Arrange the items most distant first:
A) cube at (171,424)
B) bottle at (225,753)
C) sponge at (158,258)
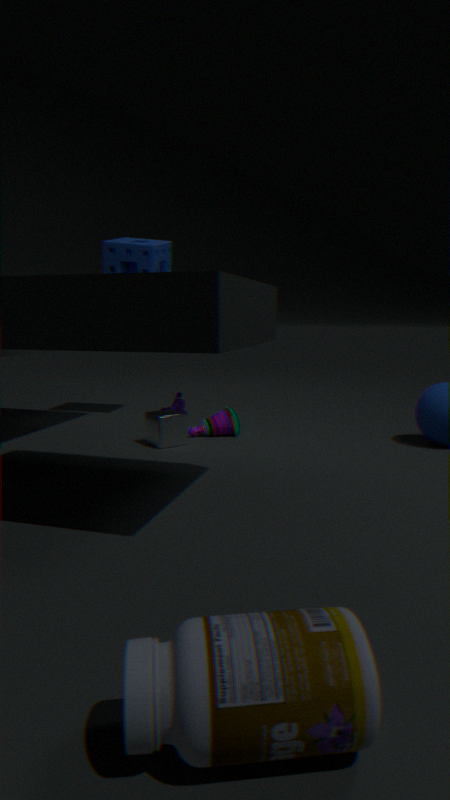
sponge at (158,258)
cube at (171,424)
bottle at (225,753)
